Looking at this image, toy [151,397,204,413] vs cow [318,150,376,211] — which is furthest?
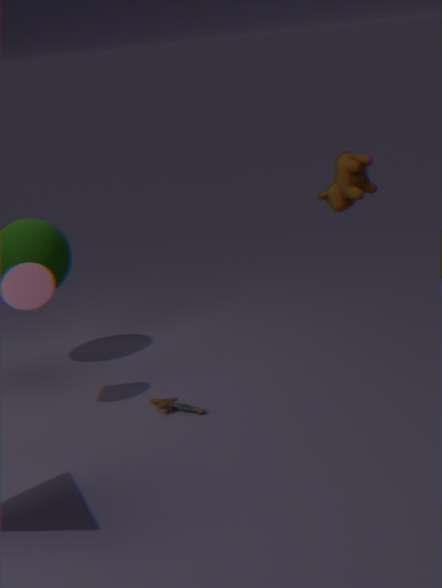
toy [151,397,204,413]
